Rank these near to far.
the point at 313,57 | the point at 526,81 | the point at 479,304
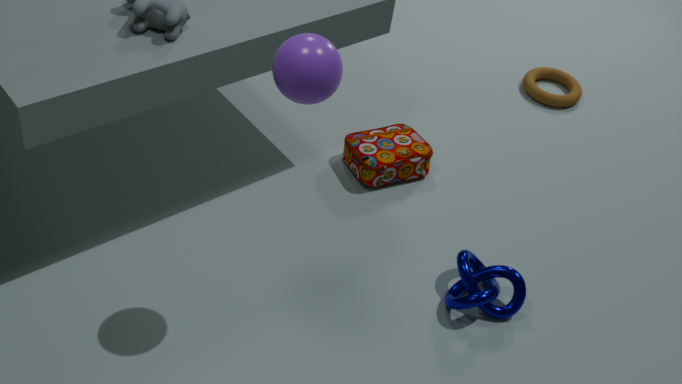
the point at 313,57 → the point at 479,304 → the point at 526,81
